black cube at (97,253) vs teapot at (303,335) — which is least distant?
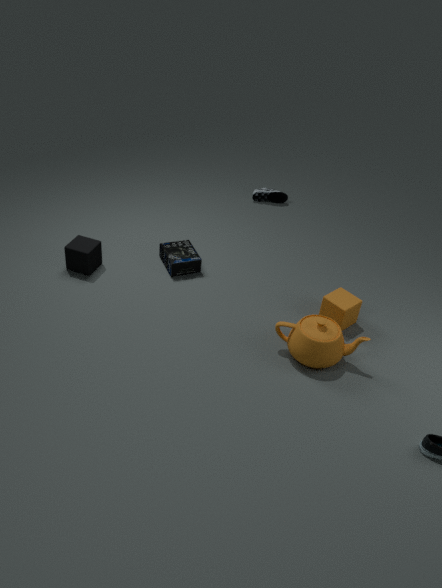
teapot at (303,335)
